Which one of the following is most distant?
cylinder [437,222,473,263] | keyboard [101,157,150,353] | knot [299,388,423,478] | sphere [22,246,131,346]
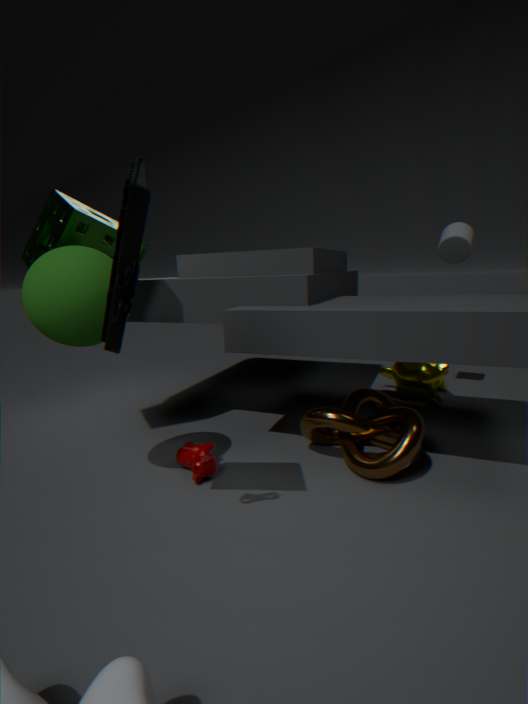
cylinder [437,222,473,263]
